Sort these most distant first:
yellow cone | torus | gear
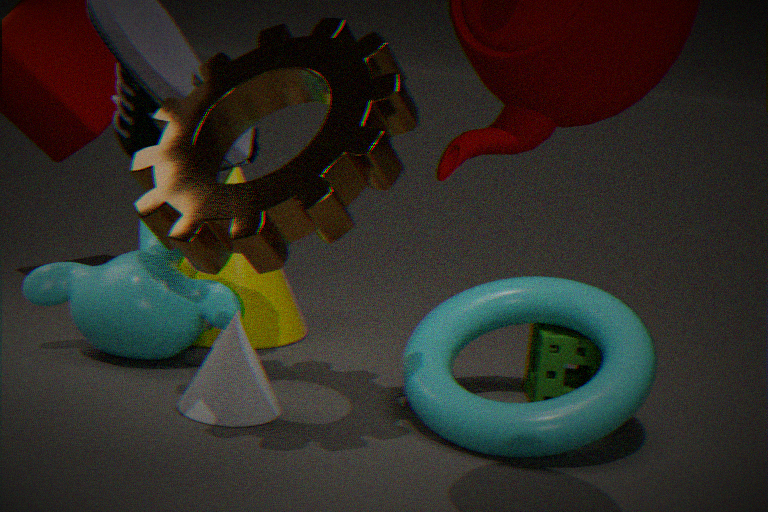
yellow cone, torus, gear
